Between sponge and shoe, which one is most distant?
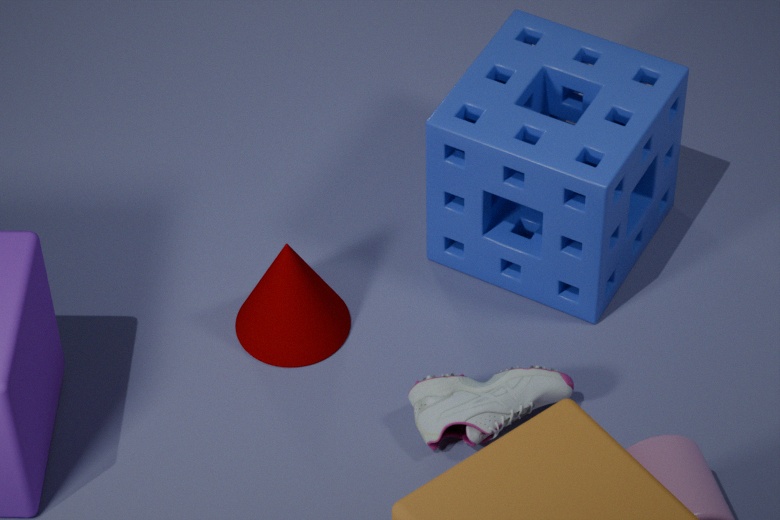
sponge
